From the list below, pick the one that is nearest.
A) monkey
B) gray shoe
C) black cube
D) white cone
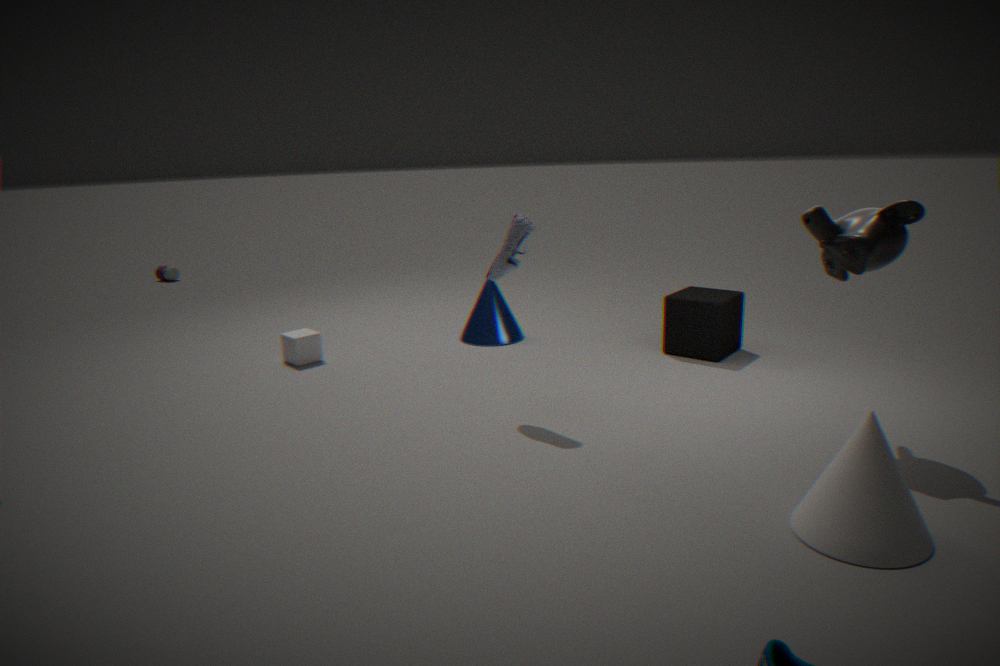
white cone
